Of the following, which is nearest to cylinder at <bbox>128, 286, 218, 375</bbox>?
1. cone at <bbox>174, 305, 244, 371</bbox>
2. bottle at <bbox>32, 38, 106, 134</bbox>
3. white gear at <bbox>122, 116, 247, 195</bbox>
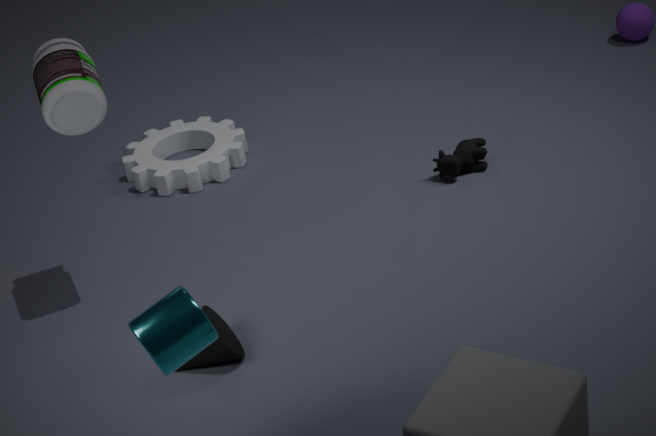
cone at <bbox>174, 305, 244, 371</bbox>
